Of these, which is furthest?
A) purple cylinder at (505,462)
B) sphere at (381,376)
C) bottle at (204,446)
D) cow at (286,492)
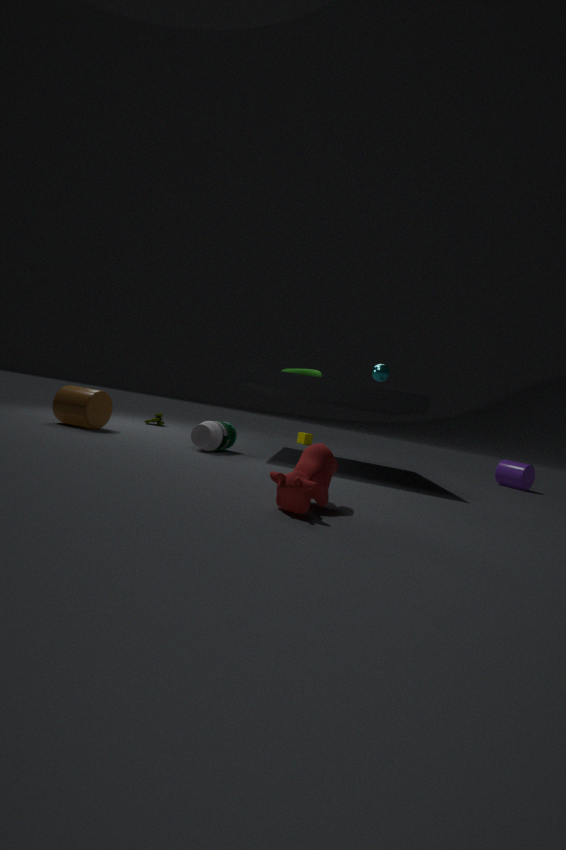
purple cylinder at (505,462)
